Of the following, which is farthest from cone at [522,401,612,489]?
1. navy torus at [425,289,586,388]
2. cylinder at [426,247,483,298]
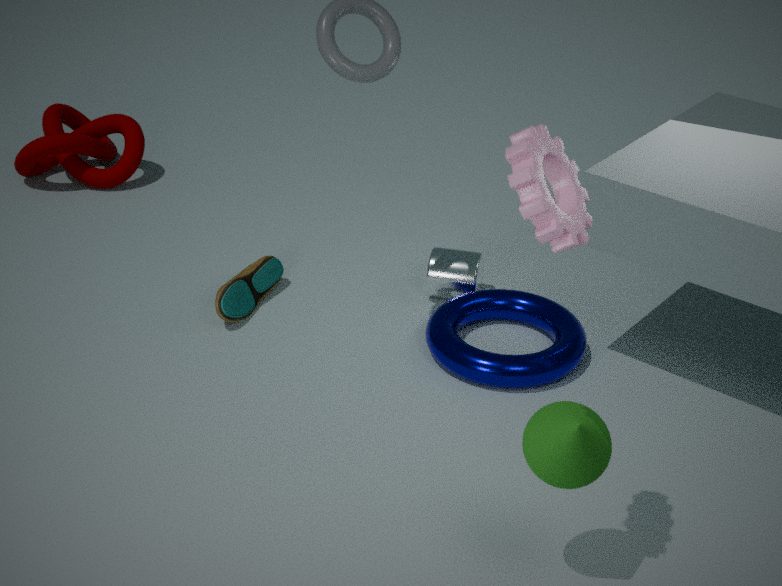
cylinder at [426,247,483,298]
